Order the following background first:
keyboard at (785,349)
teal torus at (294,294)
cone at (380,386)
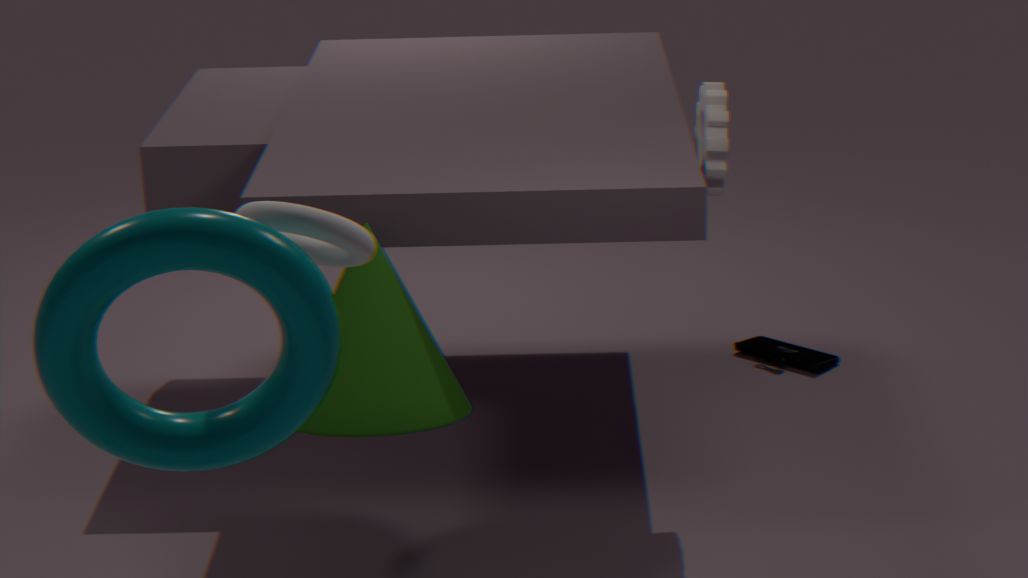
keyboard at (785,349) → cone at (380,386) → teal torus at (294,294)
